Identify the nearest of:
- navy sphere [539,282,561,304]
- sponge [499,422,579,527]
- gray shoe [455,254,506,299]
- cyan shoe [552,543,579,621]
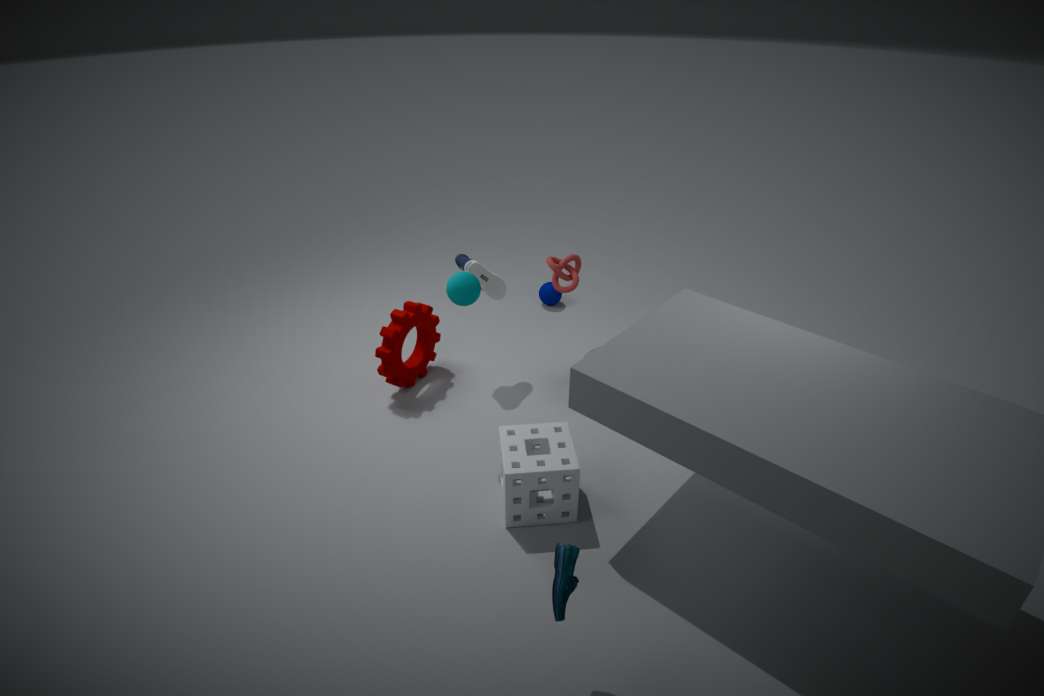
A: cyan shoe [552,543,579,621]
